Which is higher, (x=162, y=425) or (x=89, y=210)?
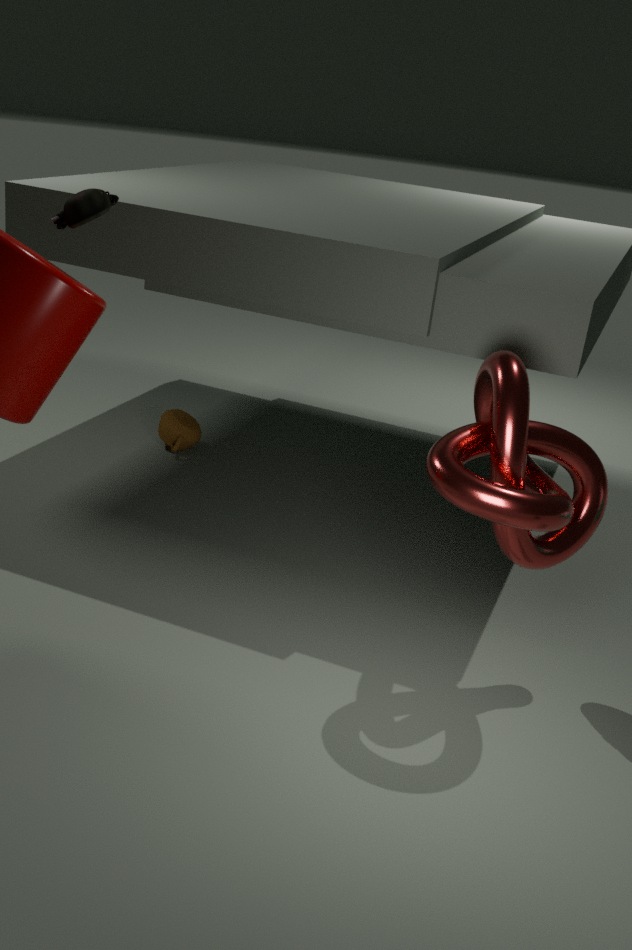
(x=89, y=210)
